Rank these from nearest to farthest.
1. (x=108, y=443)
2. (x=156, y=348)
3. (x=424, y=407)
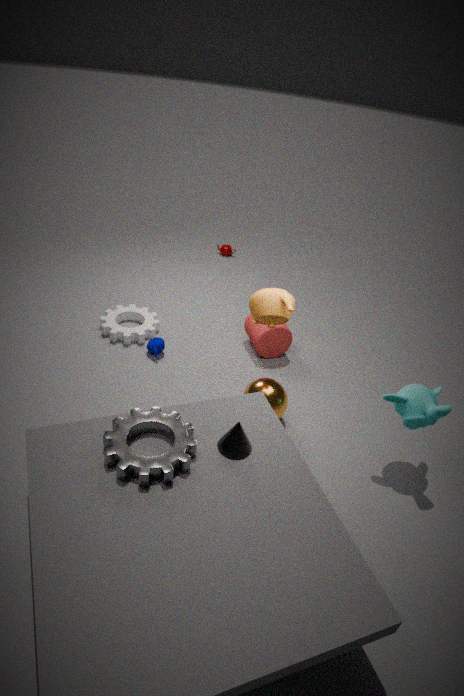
(x=108, y=443) → (x=424, y=407) → (x=156, y=348)
